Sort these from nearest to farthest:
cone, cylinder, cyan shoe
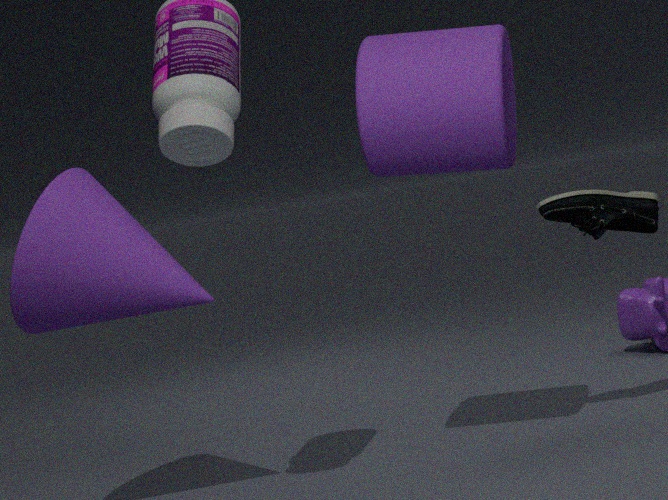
cone < cylinder < cyan shoe
